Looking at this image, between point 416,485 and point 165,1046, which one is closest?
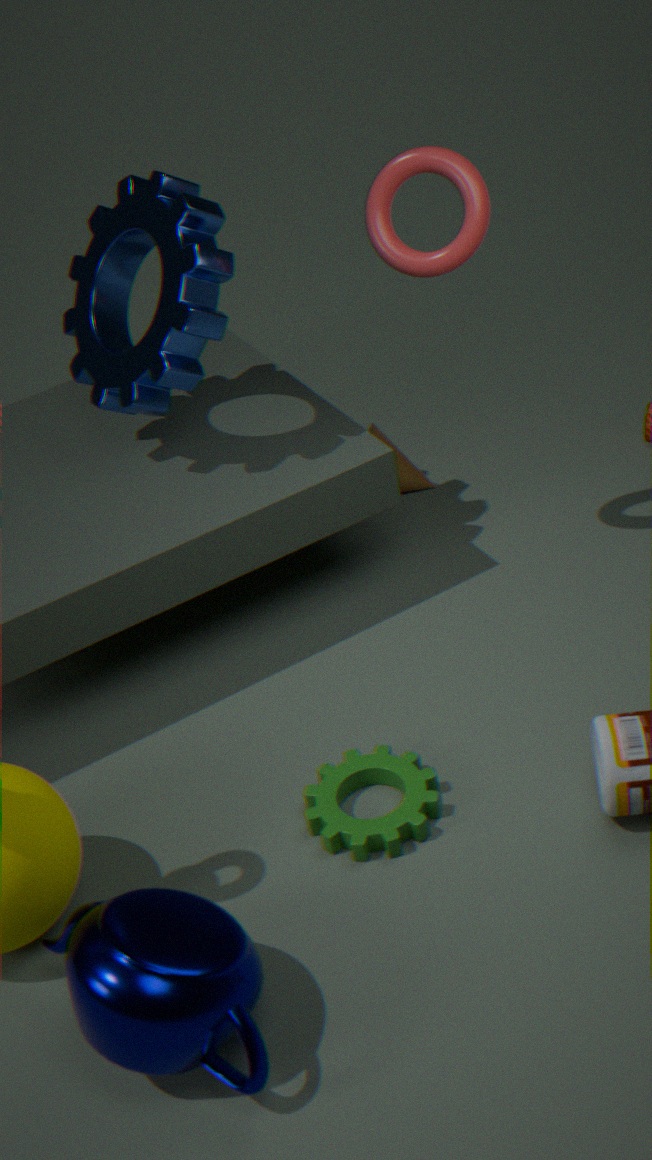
point 165,1046
